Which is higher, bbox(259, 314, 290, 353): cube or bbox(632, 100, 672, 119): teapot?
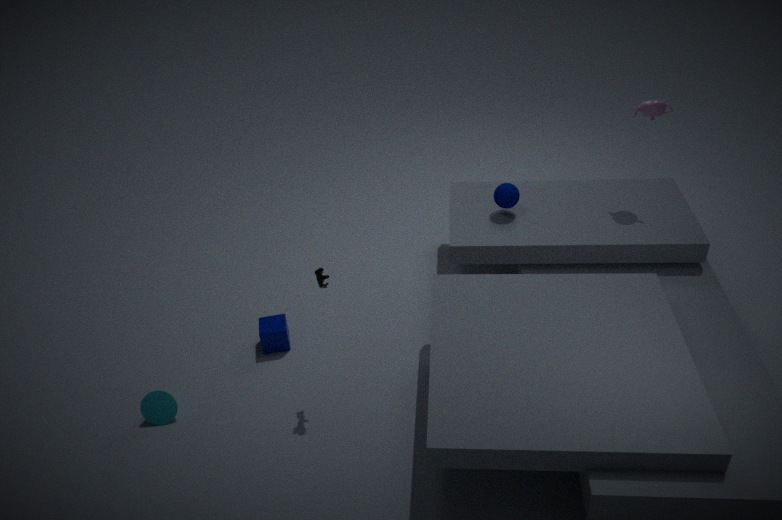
bbox(632, 100, 672, 119): teapot
